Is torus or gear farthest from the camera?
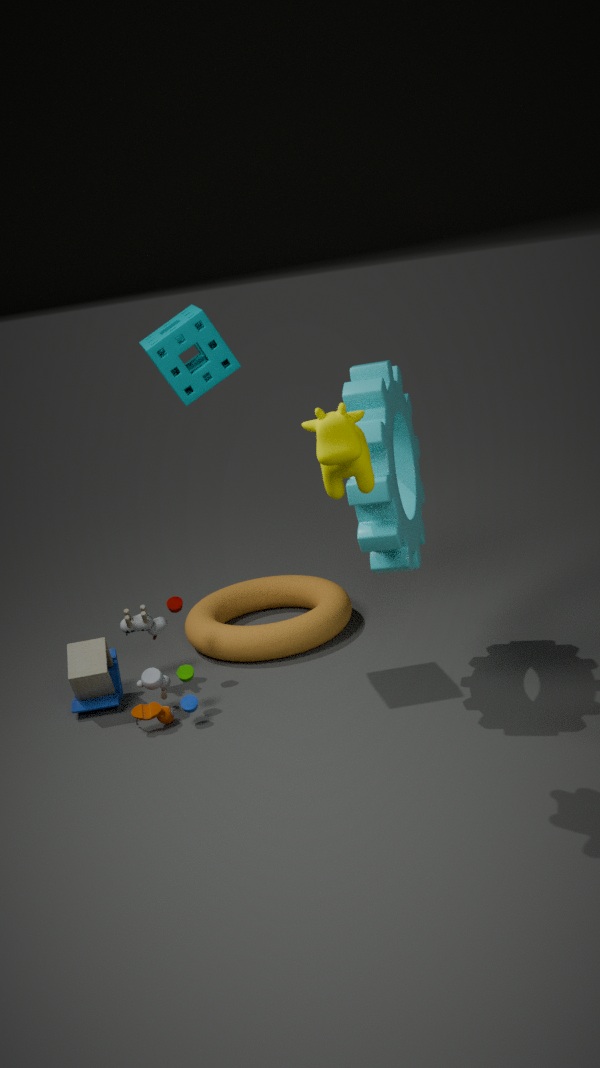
torus
